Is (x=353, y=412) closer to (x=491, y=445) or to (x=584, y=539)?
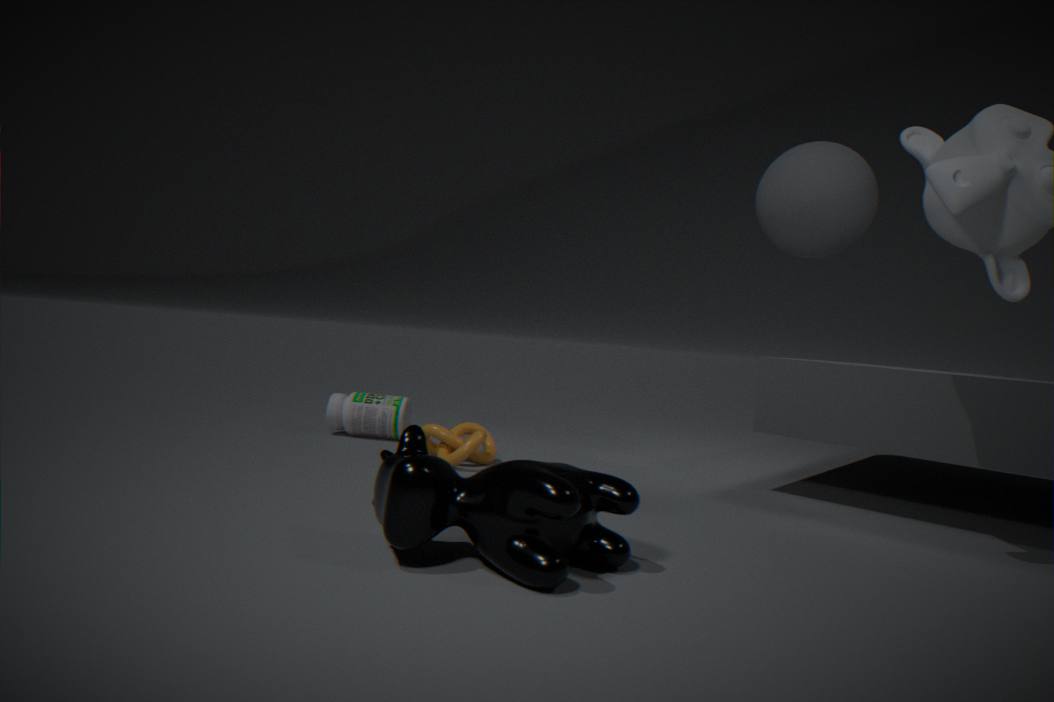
(x=491, y=445)
